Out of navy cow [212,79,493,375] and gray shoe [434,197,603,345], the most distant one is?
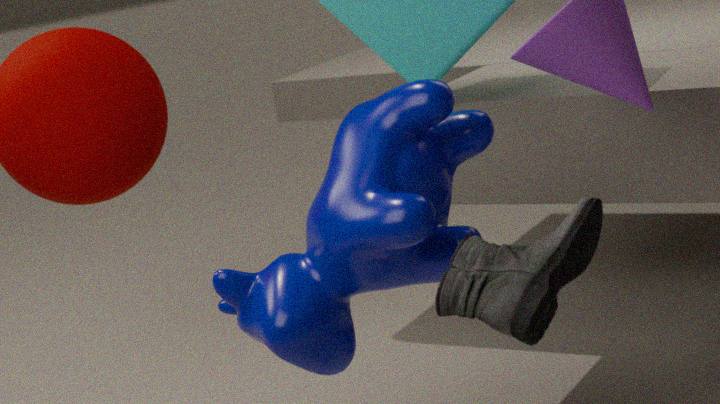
navy cow [212,79,493,375]
